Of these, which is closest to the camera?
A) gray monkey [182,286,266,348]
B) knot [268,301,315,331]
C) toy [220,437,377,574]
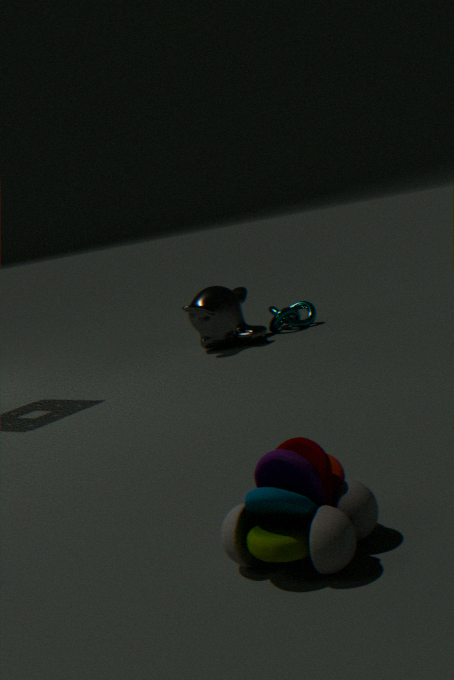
toy [220,437,377,574]
